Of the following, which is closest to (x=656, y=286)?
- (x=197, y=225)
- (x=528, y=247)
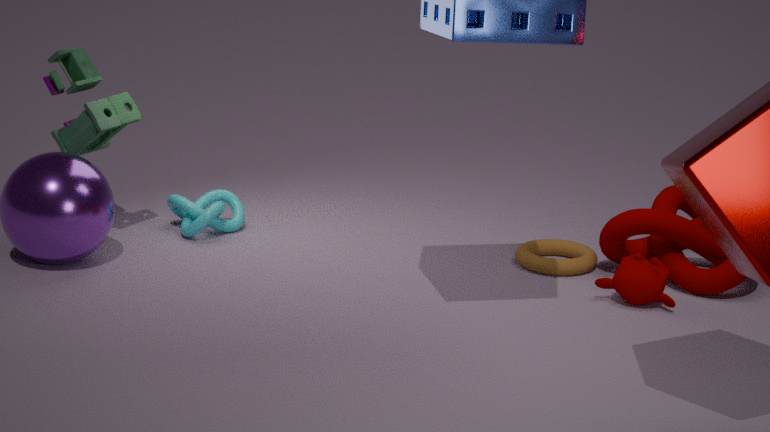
(x=528, y=247)
